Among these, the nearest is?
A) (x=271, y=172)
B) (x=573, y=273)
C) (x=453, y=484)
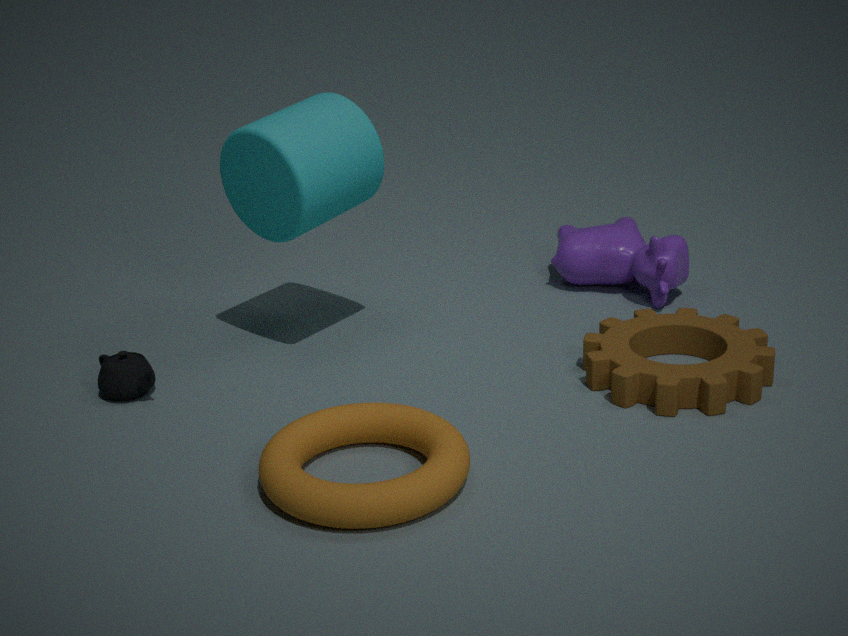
(x=453, y=484)
